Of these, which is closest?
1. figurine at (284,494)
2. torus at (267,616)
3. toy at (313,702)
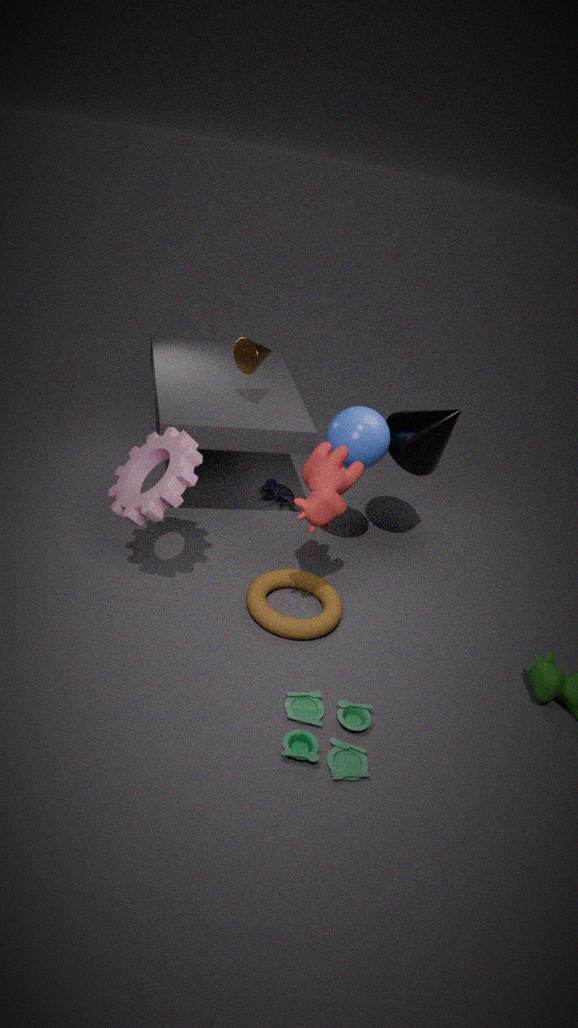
toy at (313,702)
